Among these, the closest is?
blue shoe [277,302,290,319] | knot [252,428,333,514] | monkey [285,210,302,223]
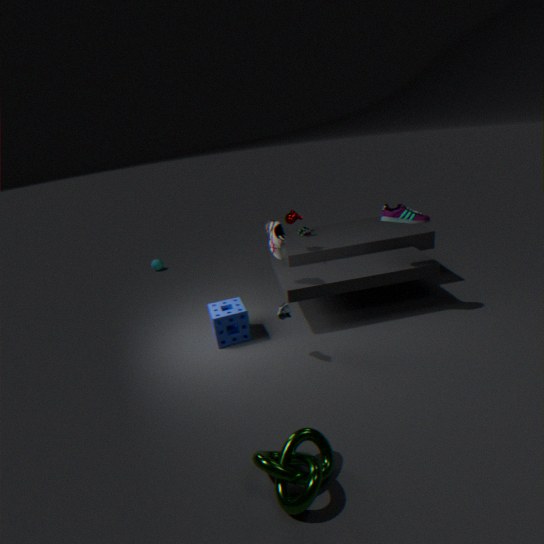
knot [252,428,333,514]
